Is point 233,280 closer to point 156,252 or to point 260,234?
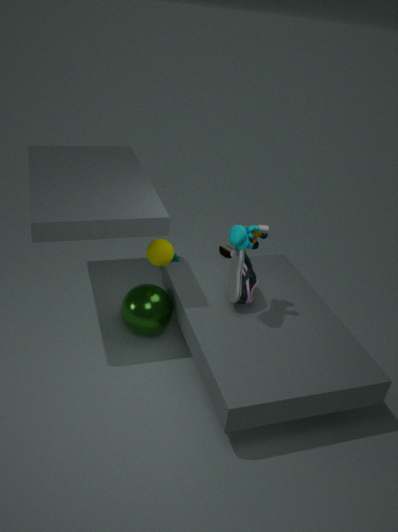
point 260,234
